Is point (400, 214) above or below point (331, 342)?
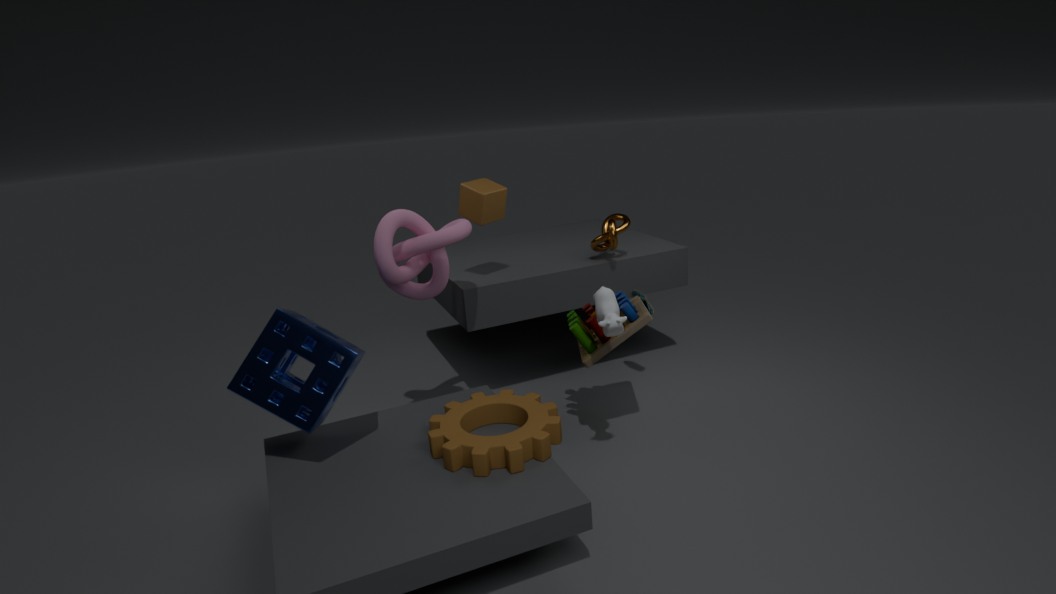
above
